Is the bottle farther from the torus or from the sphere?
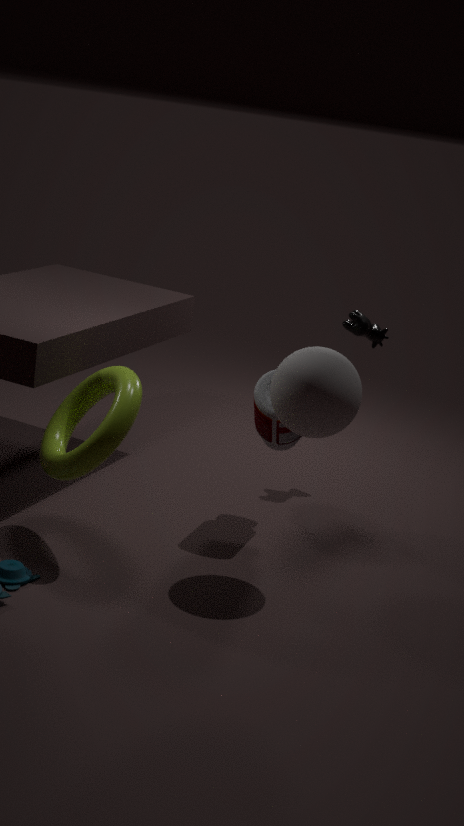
the torus
